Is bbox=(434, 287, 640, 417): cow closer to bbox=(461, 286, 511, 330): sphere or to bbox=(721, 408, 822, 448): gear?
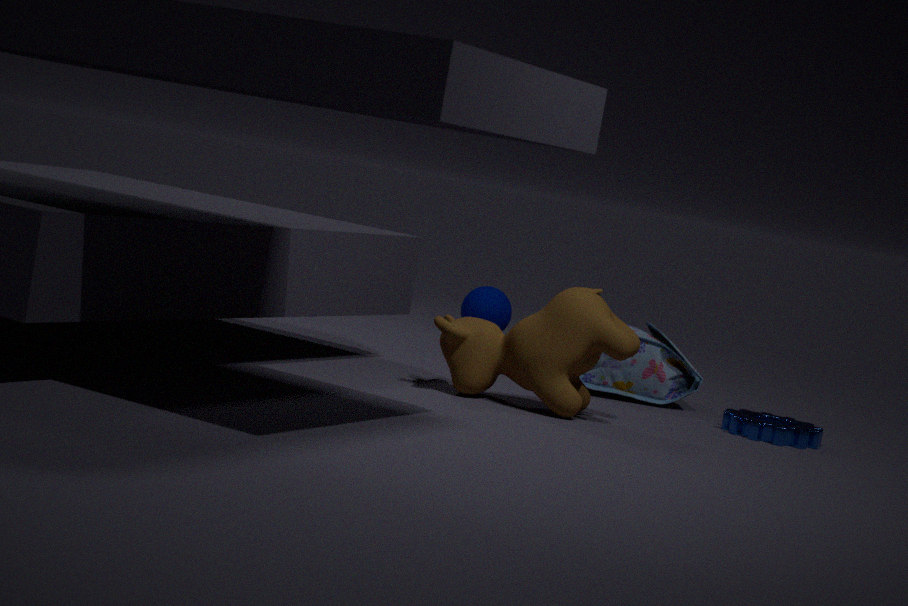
bbox=(721, 408, 822, 448): gear
